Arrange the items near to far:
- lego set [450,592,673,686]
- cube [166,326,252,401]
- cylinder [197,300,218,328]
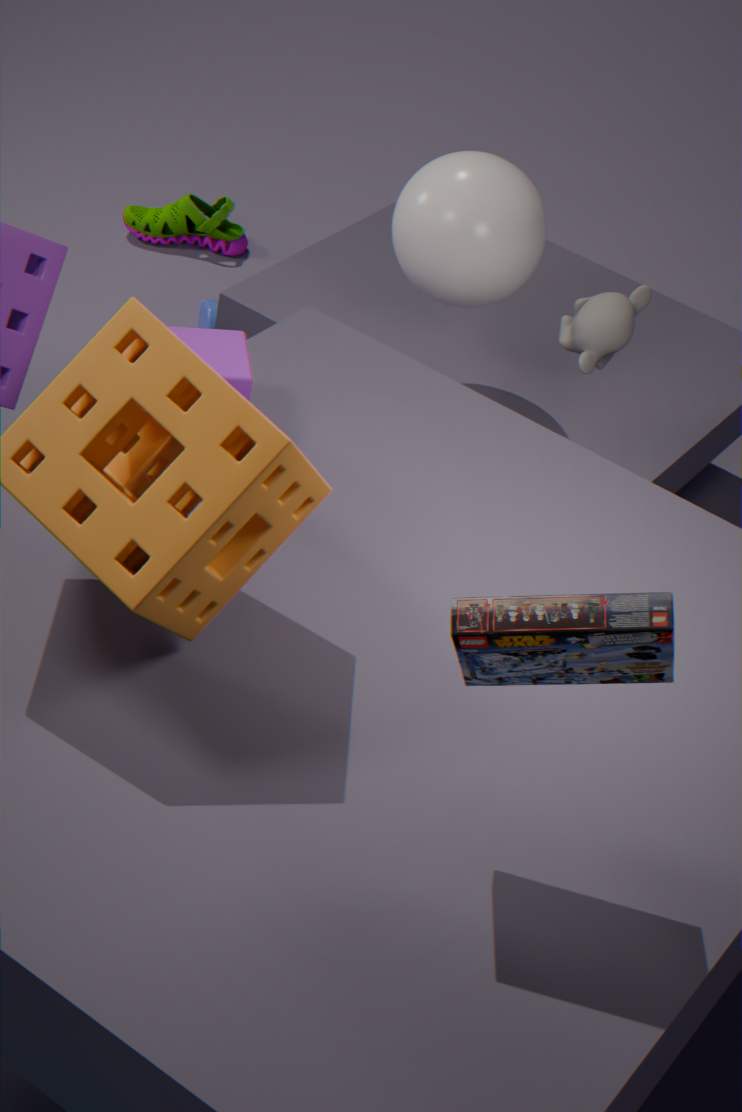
1. lego set [450,592,673,686]
2. cube [166,326,252,401]
3. cylinder [197,300,218,328]
